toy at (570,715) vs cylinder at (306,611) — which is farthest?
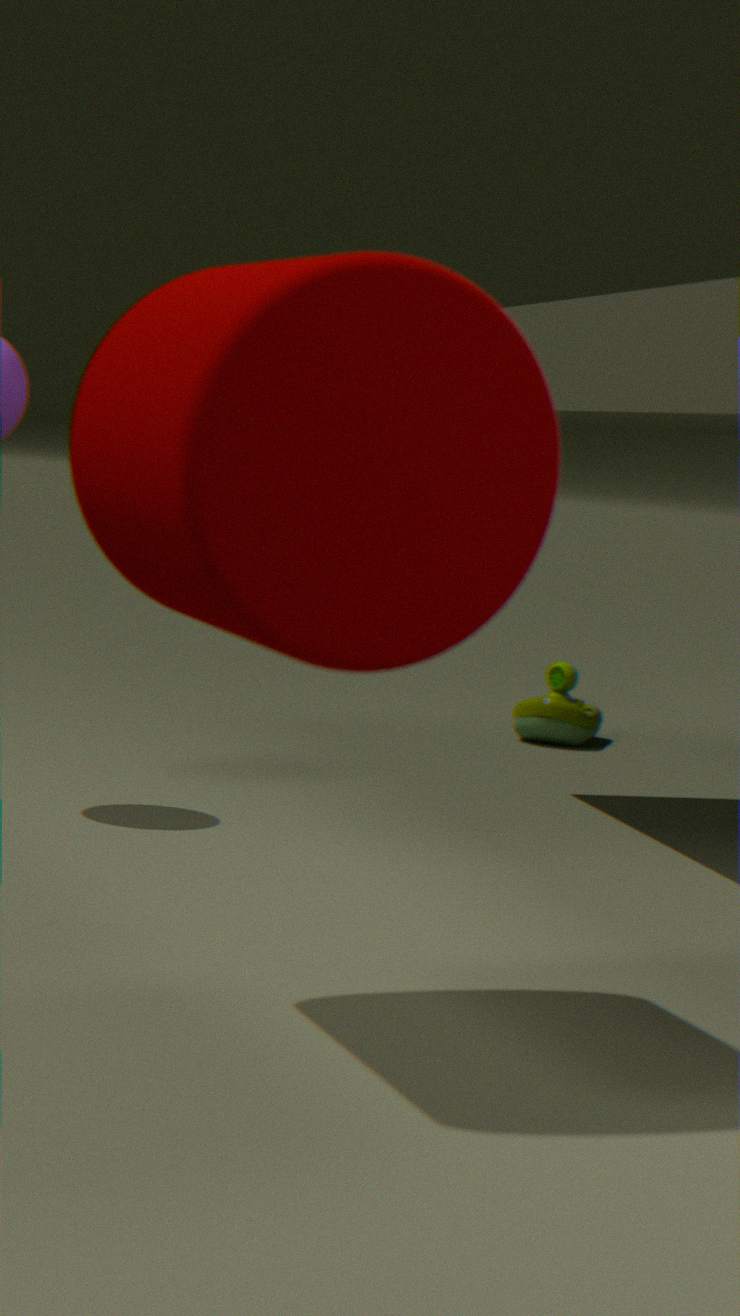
toy at (570,715)
